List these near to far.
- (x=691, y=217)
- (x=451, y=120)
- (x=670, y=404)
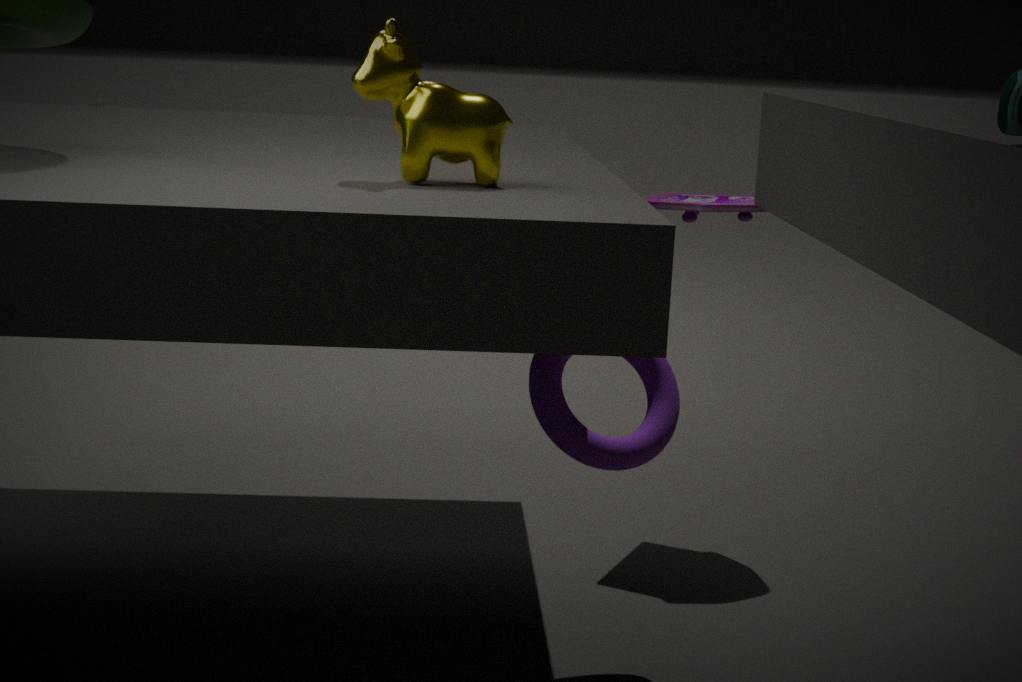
1. (x=451, y=120)
2. (x=670, y=404)
3. (x=691, y=217)
